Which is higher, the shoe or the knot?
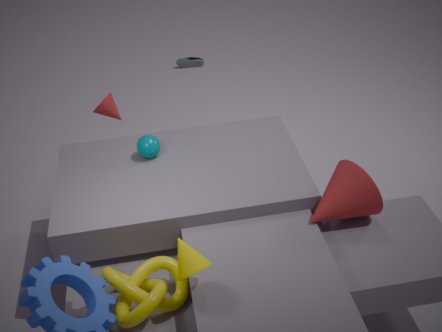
the knot
